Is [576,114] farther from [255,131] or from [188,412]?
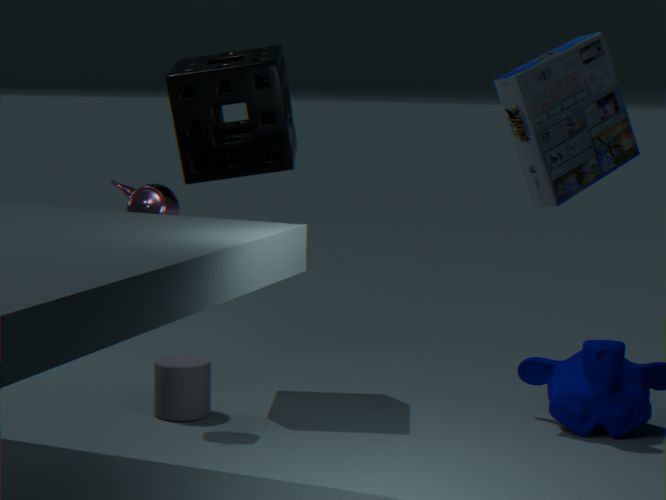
[188,412]
